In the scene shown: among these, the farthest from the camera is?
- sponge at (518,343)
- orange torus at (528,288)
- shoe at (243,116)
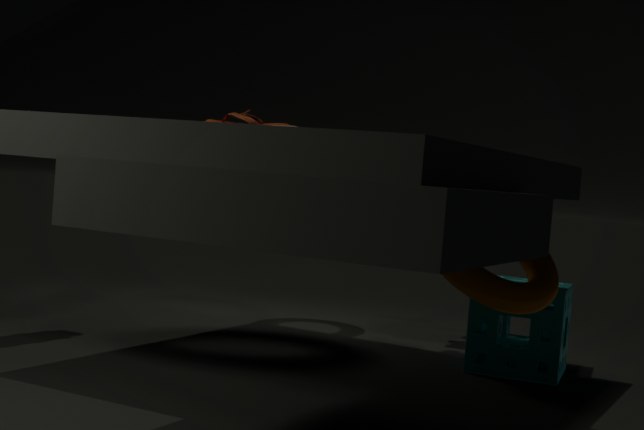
sponge at (518,343)
